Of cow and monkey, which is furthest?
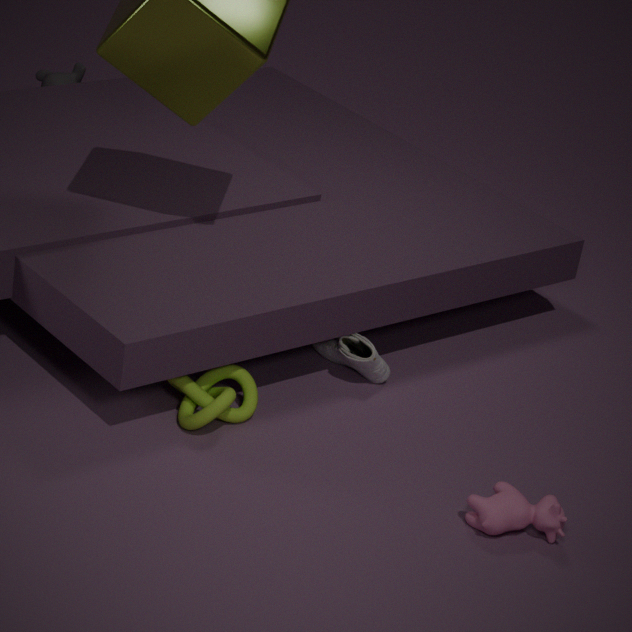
monkey
